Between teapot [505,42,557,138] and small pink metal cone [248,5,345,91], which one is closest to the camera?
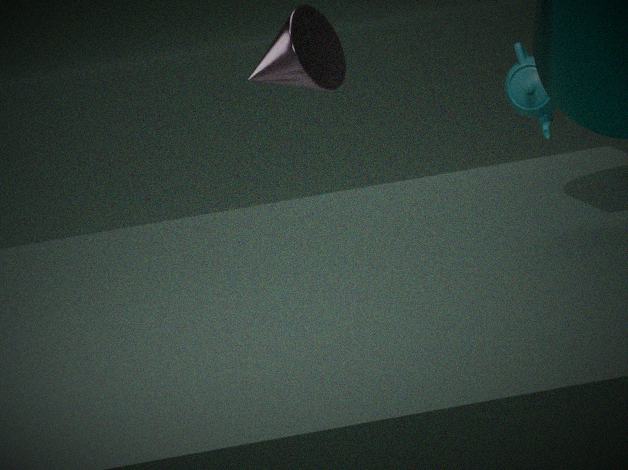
small pink metal cone [248,5,345,91]
